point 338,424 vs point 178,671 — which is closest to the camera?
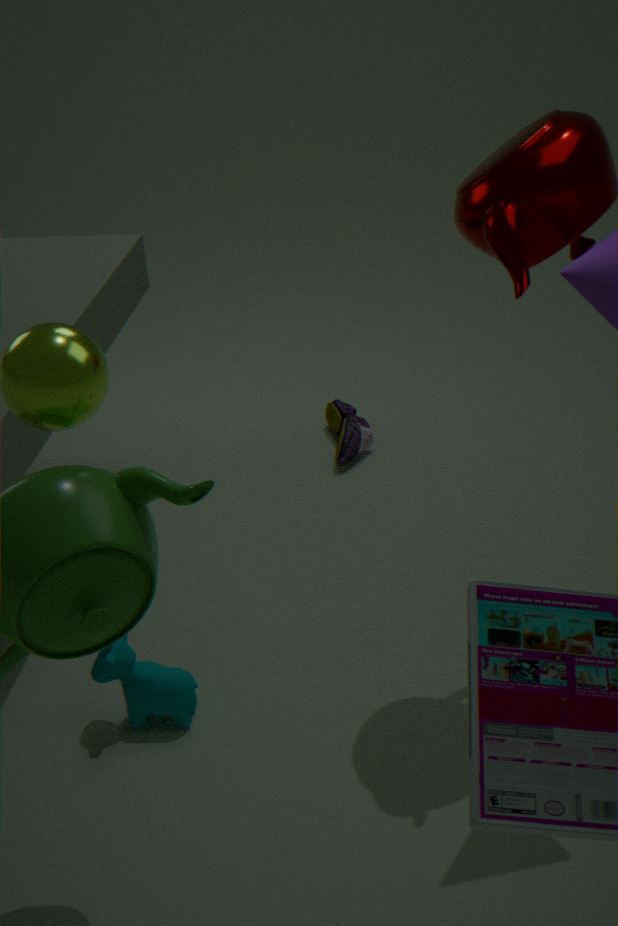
point 178,671
